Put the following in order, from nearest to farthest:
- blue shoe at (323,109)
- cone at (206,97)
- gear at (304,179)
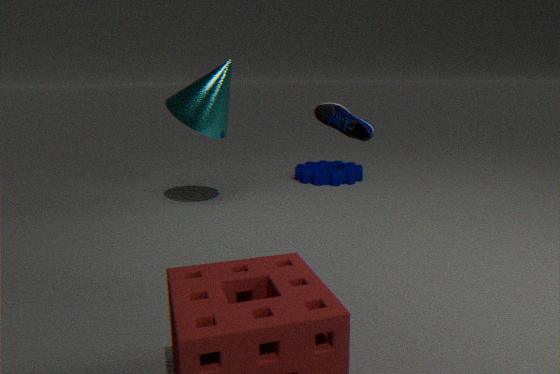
1. blue shoe at (323,109)
2. cone at (206,97)
3. gear at (304,179)
